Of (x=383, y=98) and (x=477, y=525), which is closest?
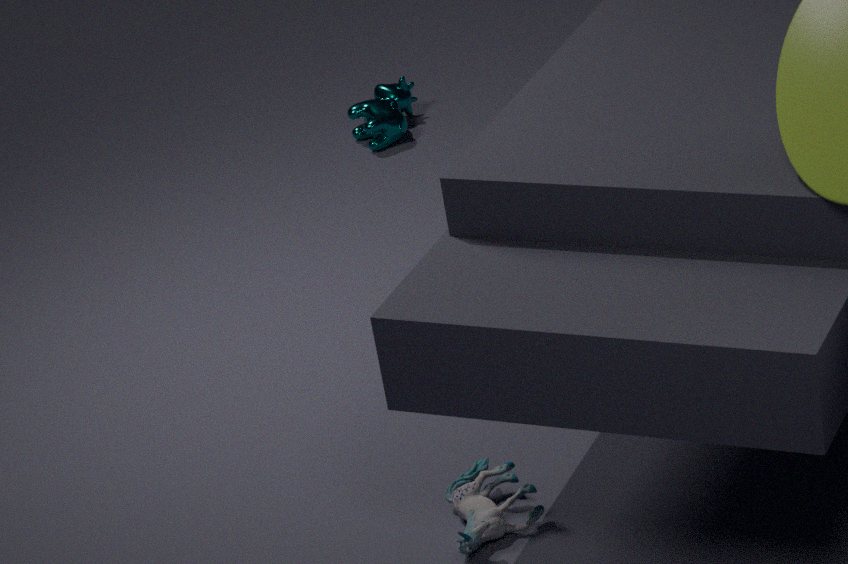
(x=477, y=525)
